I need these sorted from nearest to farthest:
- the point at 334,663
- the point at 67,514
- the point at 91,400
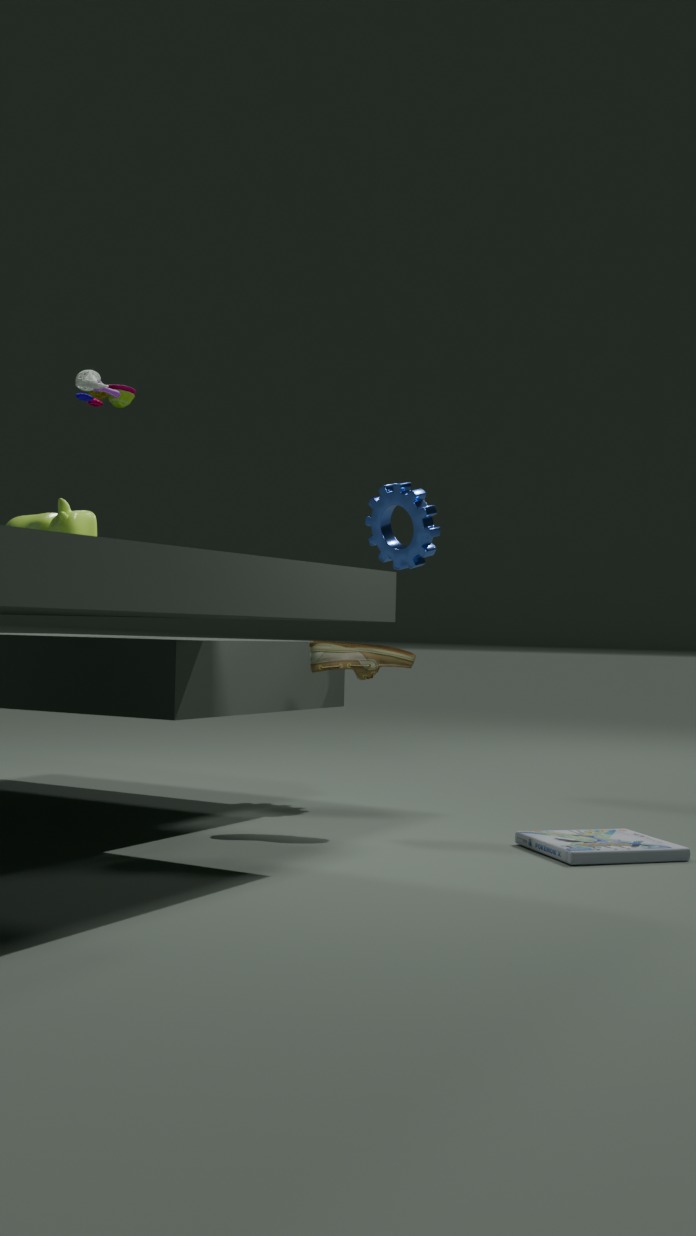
the point at 67,514 → the point at 334,663 → the point at 91,400
